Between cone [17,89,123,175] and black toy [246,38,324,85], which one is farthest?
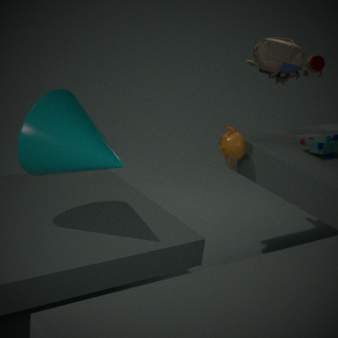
black toy [246,38,324,85]
